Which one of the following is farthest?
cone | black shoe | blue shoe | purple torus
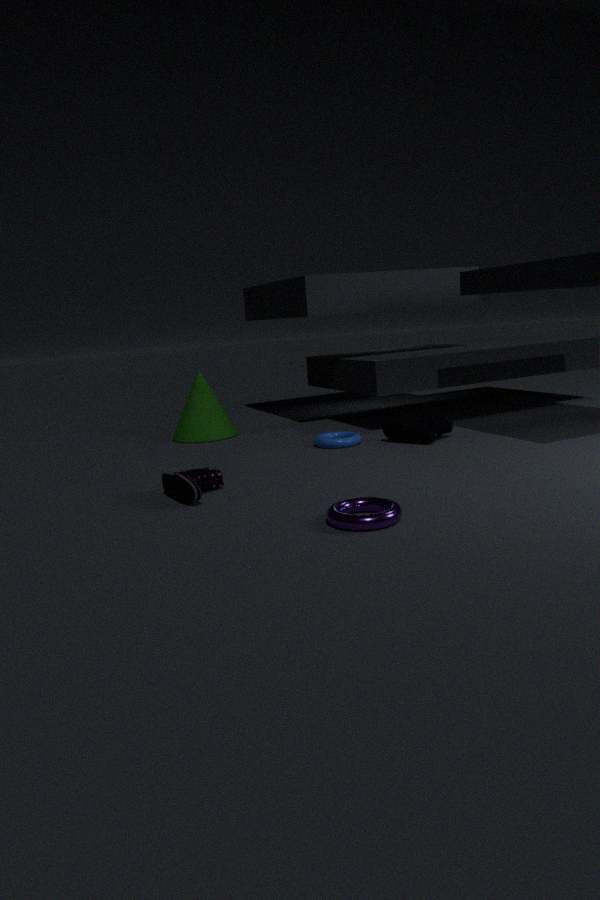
cone
